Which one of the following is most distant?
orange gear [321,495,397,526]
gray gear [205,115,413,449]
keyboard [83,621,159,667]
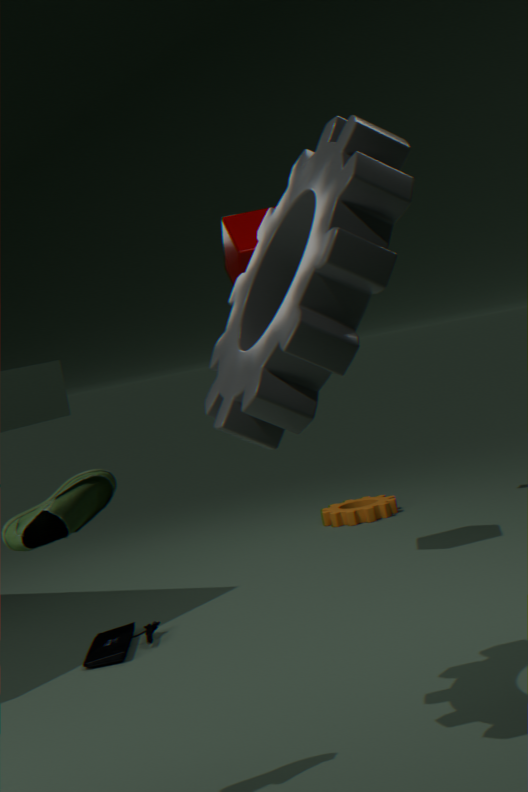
orange gear [321,495,397,526]
